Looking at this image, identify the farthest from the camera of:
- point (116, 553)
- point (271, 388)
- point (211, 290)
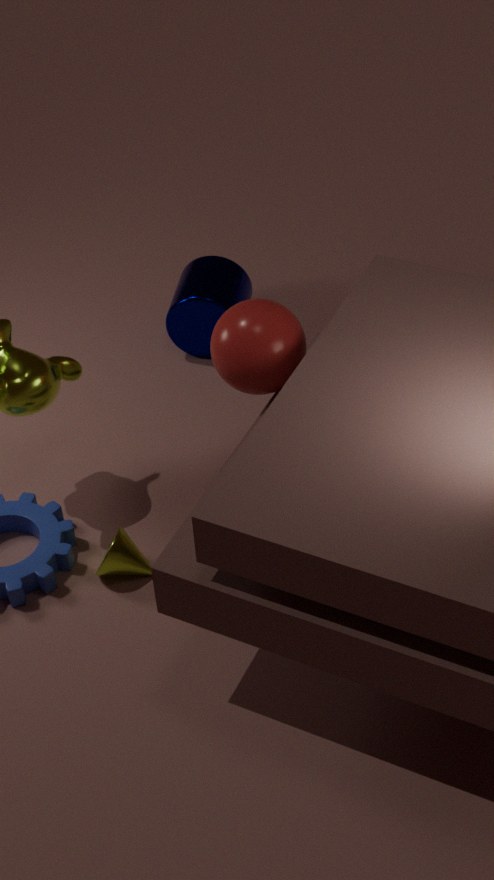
point (211, 290)
